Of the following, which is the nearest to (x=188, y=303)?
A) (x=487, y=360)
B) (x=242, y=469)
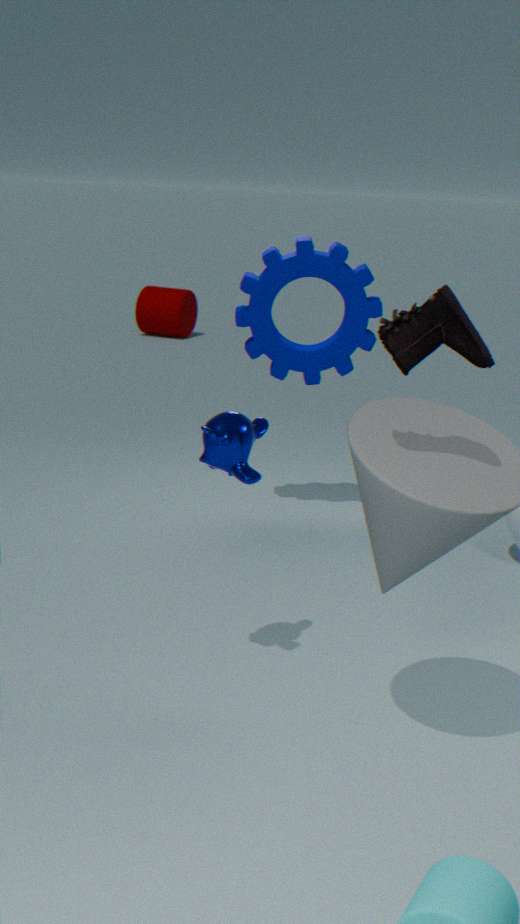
(x=242, y=469)
